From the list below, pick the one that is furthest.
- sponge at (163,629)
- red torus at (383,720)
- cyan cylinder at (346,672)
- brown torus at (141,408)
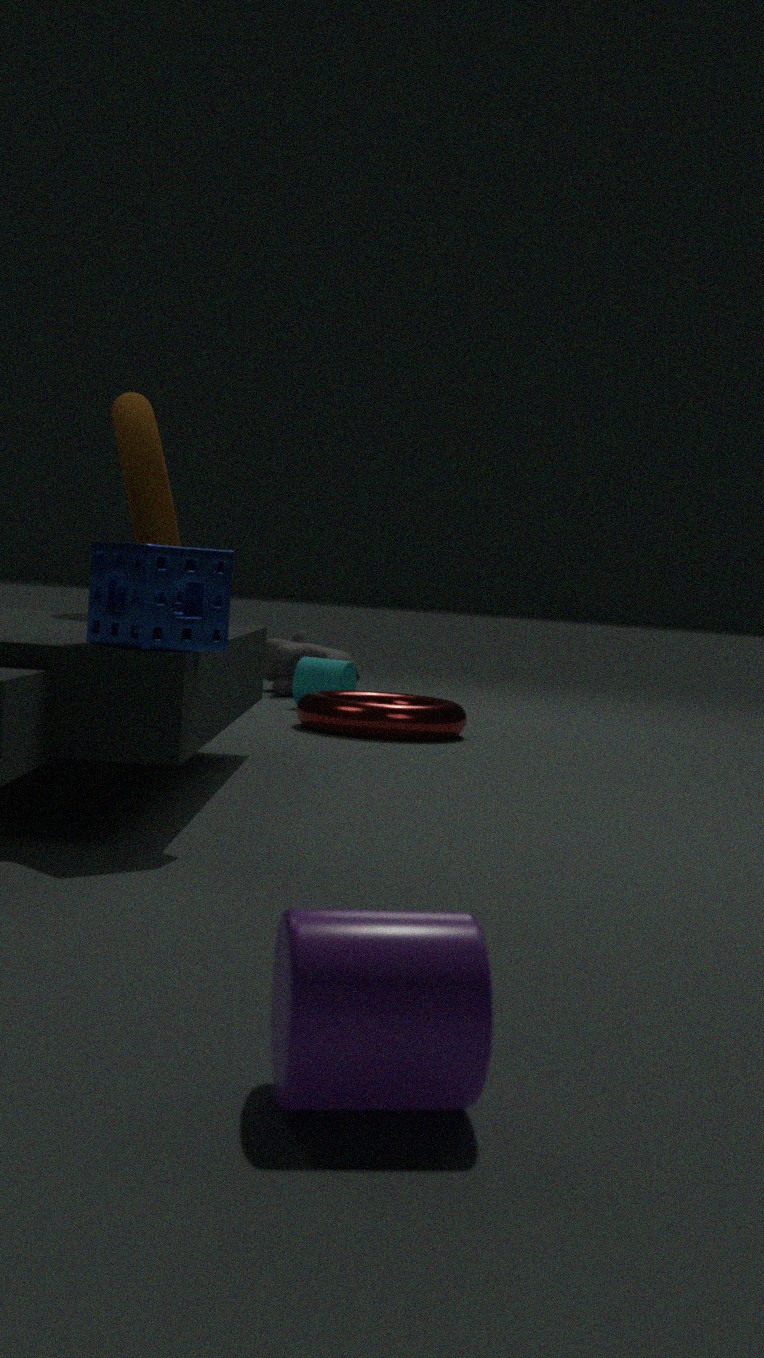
cyan cylinder at (346,672)
